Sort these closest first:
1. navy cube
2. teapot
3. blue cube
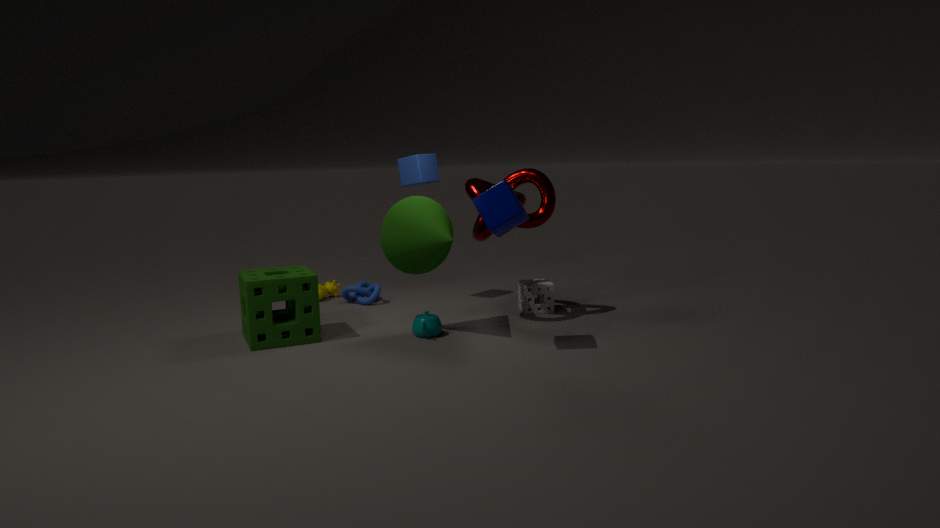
navy cube < teapot < blue cube
